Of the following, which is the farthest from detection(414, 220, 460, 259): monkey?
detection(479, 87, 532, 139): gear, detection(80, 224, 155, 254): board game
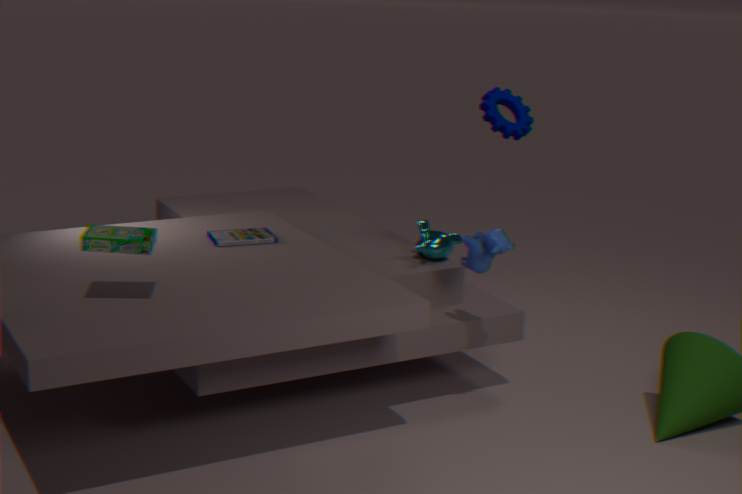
detection(80, 224, 155, 254): board game
